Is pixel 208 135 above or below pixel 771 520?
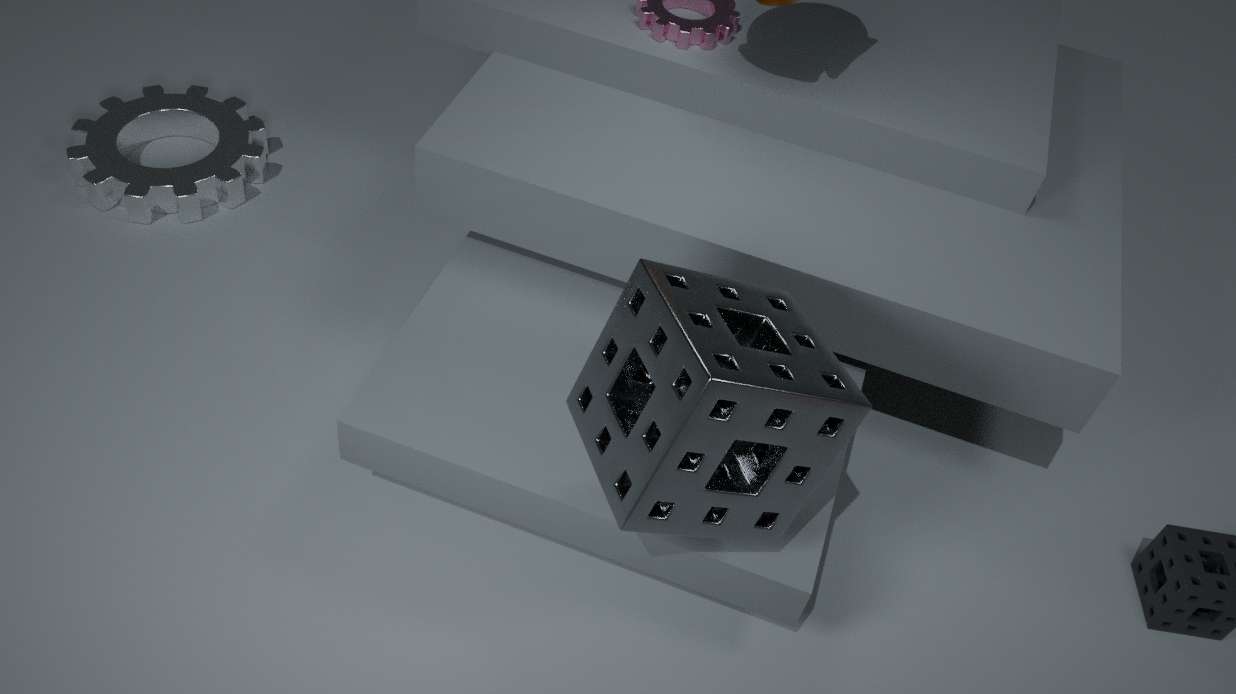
below
